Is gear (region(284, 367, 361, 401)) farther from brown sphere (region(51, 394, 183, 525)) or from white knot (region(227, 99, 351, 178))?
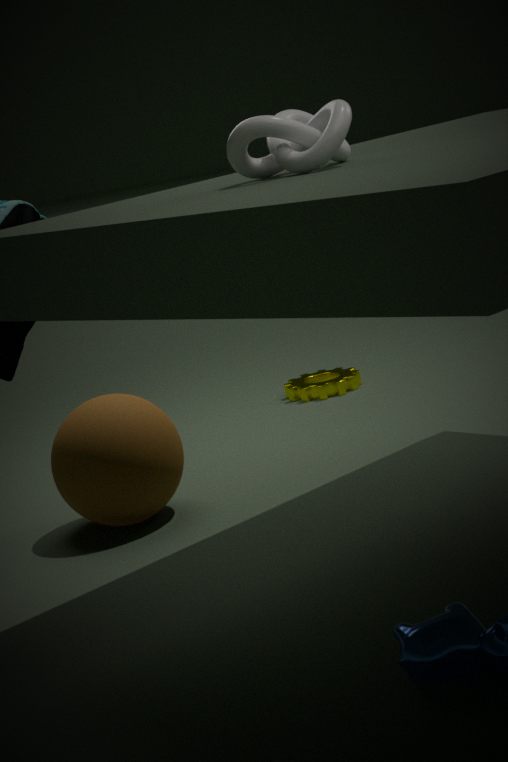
white knot (region(227, 99, 351, 178))
